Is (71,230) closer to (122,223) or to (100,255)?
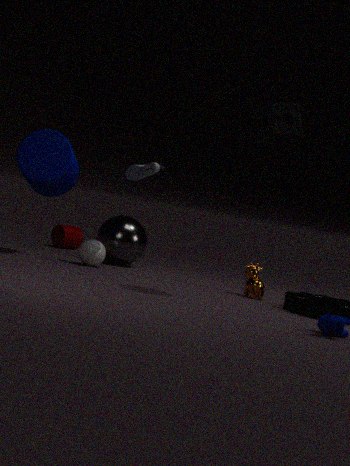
(122,223)
